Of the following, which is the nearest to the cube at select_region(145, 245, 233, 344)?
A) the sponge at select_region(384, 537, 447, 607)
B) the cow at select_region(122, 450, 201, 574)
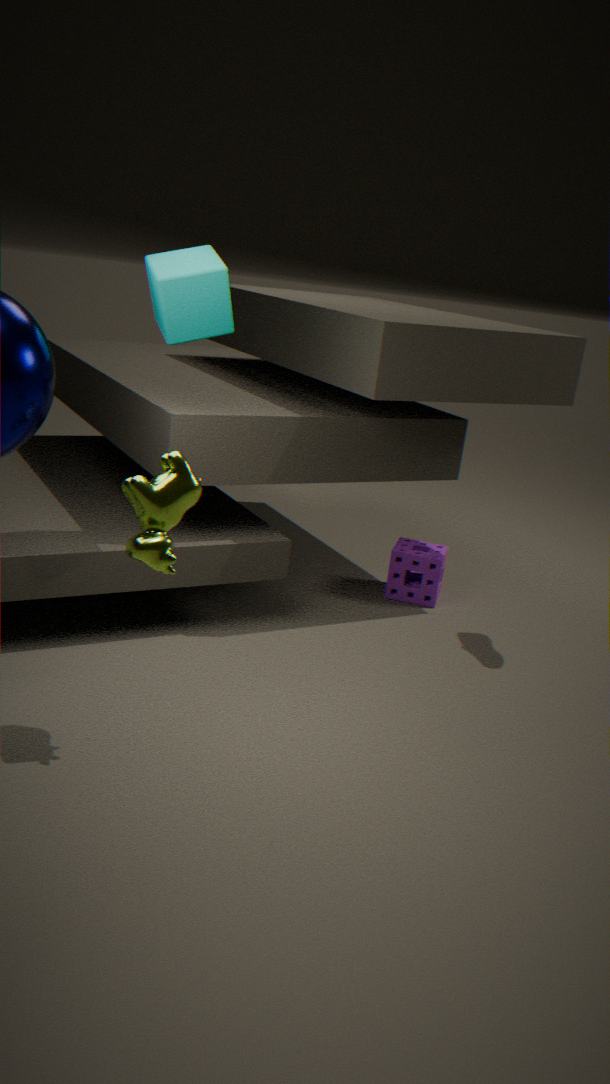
the cow at select_region(122, 450, 201, 574)
